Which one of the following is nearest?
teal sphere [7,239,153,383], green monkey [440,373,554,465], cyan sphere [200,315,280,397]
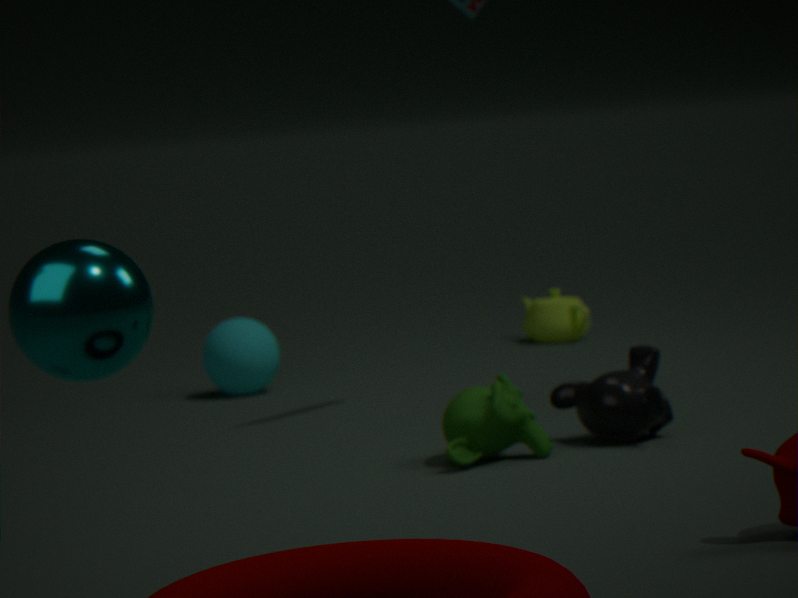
teal sphere [7,239,153,383]
